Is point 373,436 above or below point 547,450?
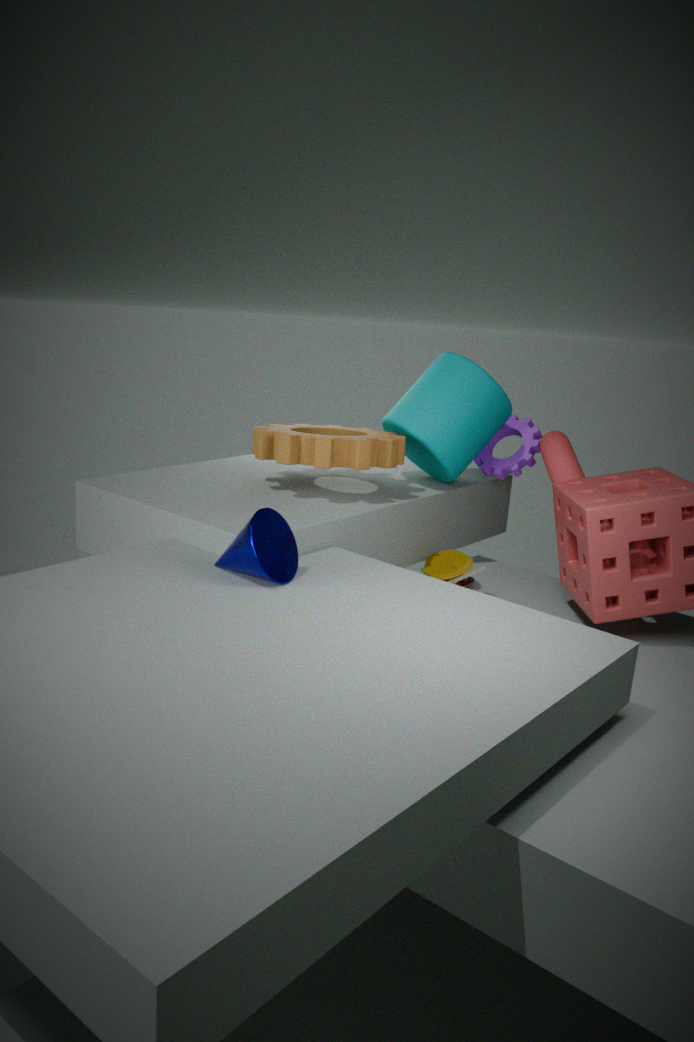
above
